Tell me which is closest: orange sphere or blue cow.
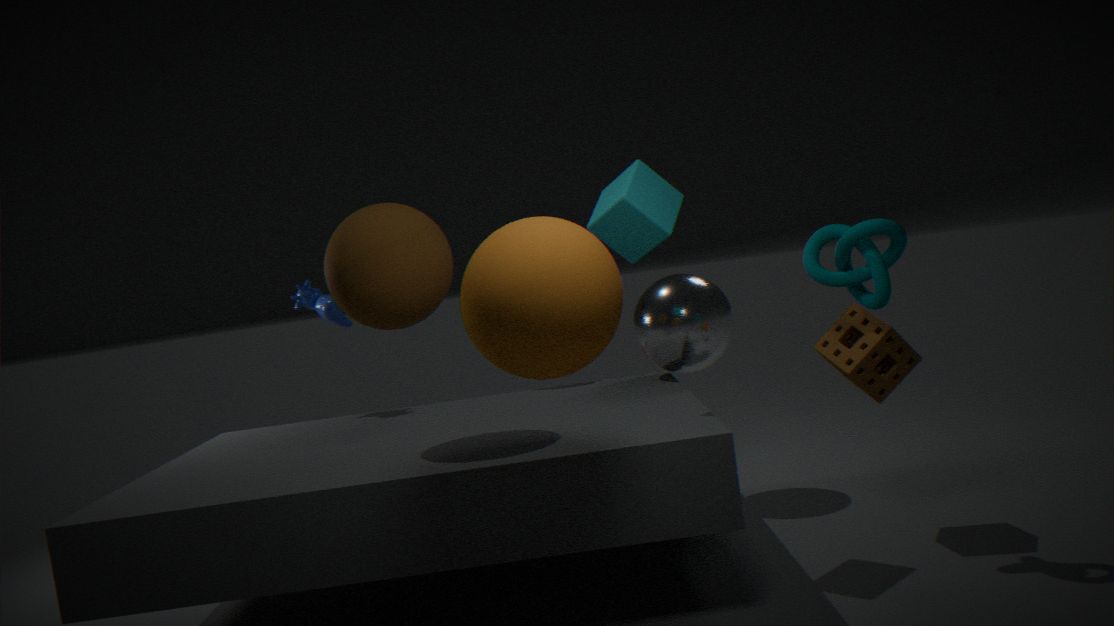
orange sphere
